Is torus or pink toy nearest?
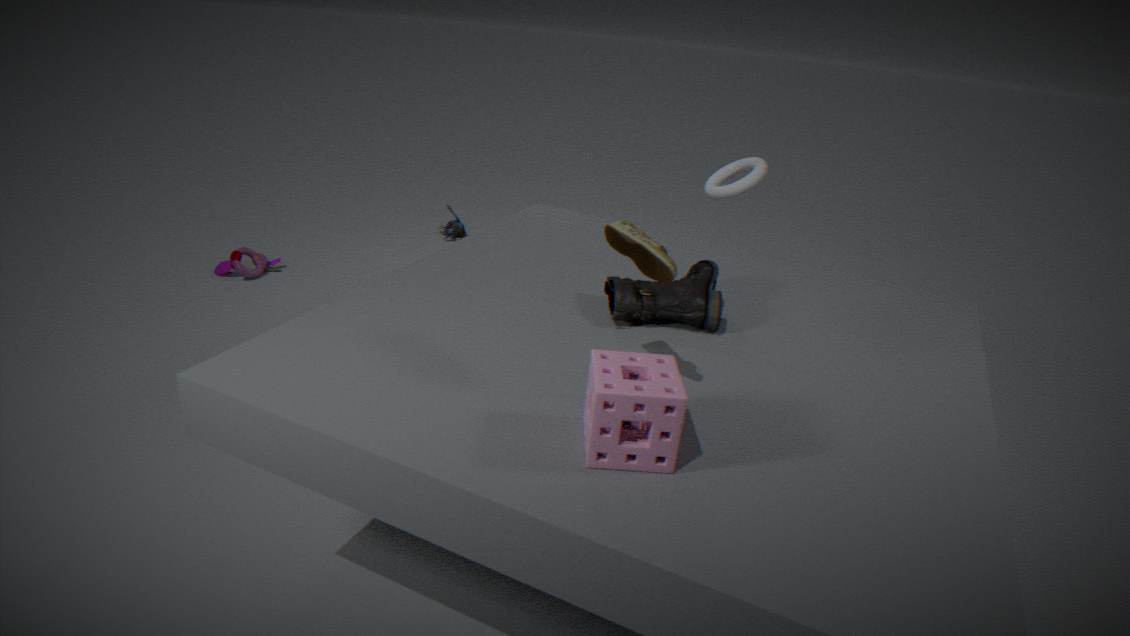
torus
